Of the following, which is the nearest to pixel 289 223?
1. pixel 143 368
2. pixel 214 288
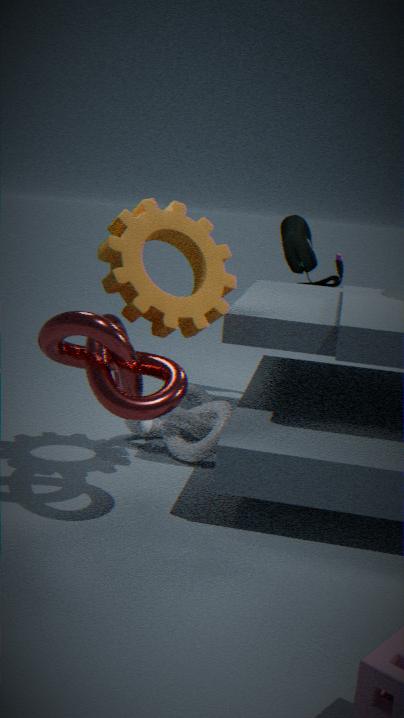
pixel 214 288
